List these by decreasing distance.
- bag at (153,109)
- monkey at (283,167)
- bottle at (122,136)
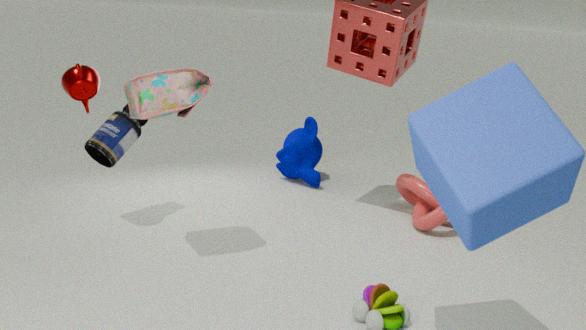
monkey at (283,167) < bottle at (122,136) < bag at (153,109)
